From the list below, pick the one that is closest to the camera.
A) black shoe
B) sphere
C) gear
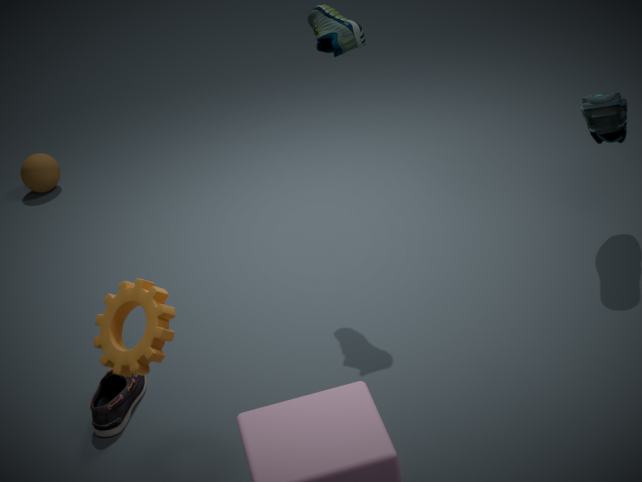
gear
